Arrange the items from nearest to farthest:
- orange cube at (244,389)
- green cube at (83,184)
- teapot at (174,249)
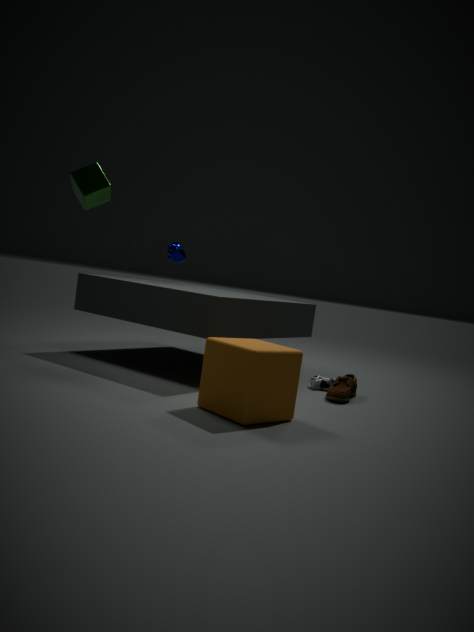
1. orange cube at (244,389)
2. green cube at (83,184)
3. teapot at (174,249)
